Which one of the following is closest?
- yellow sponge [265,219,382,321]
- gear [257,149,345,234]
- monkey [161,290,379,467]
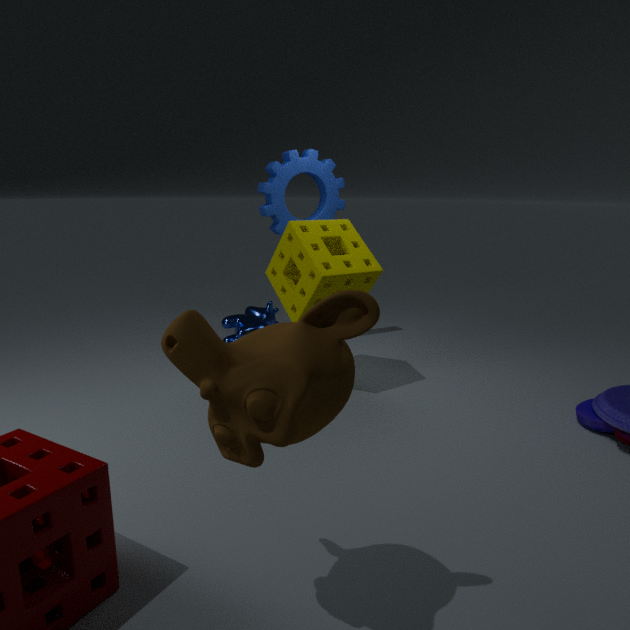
monkey [161,290,379,467]
